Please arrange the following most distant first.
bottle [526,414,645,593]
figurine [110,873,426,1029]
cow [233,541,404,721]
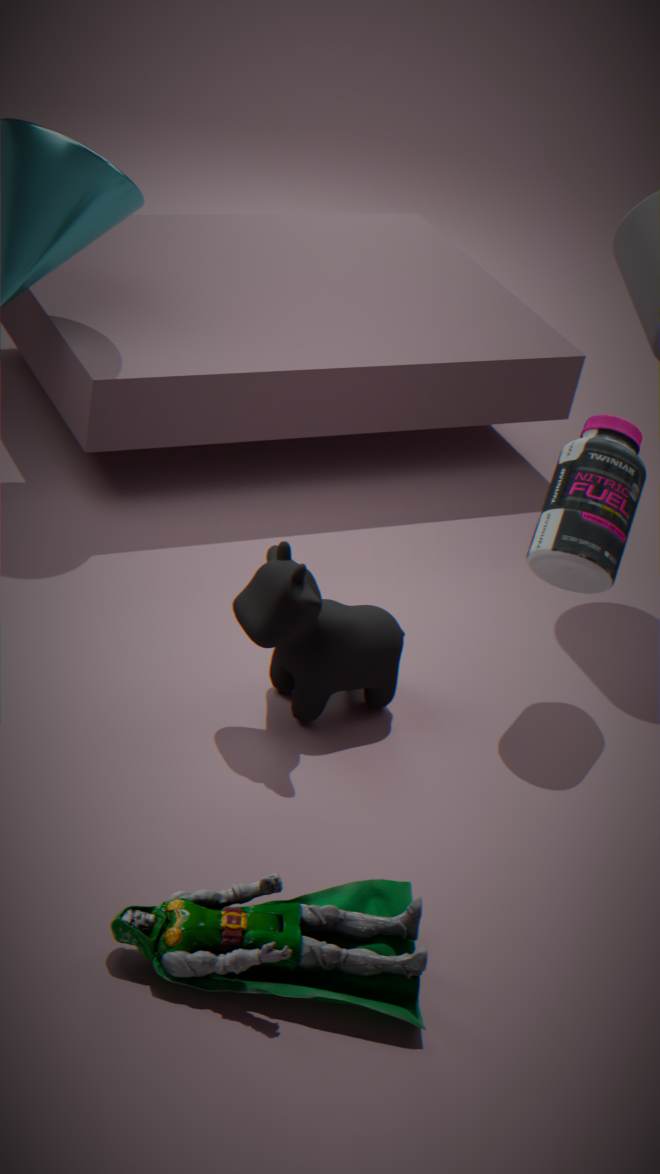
bottle [526,414,645,593], cow [233,541,404,721], figurine [110,873,426,1029]
